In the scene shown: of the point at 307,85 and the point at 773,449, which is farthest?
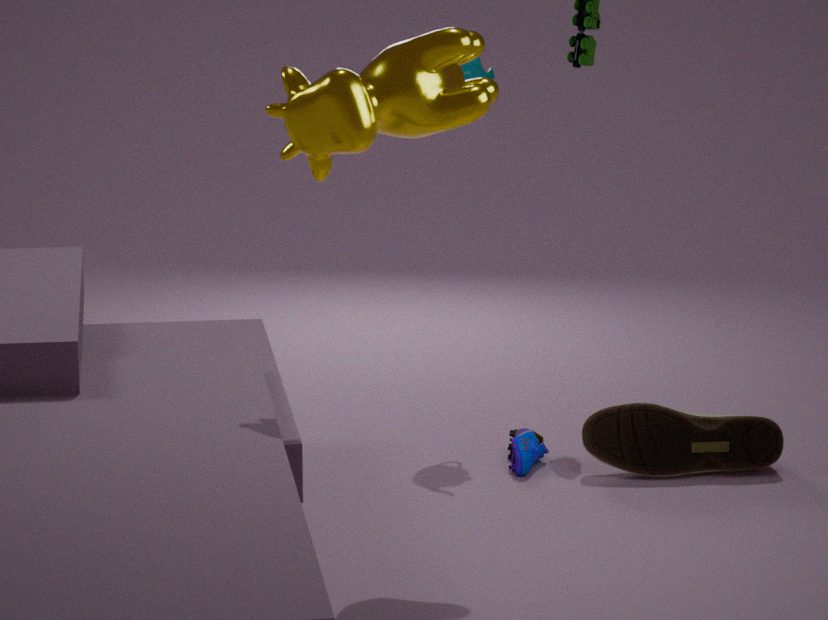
the point at 773,449
